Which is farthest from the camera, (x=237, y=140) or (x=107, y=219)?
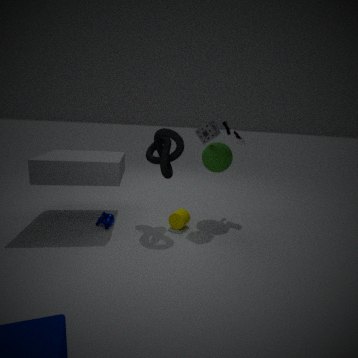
(x=237, y=140)
